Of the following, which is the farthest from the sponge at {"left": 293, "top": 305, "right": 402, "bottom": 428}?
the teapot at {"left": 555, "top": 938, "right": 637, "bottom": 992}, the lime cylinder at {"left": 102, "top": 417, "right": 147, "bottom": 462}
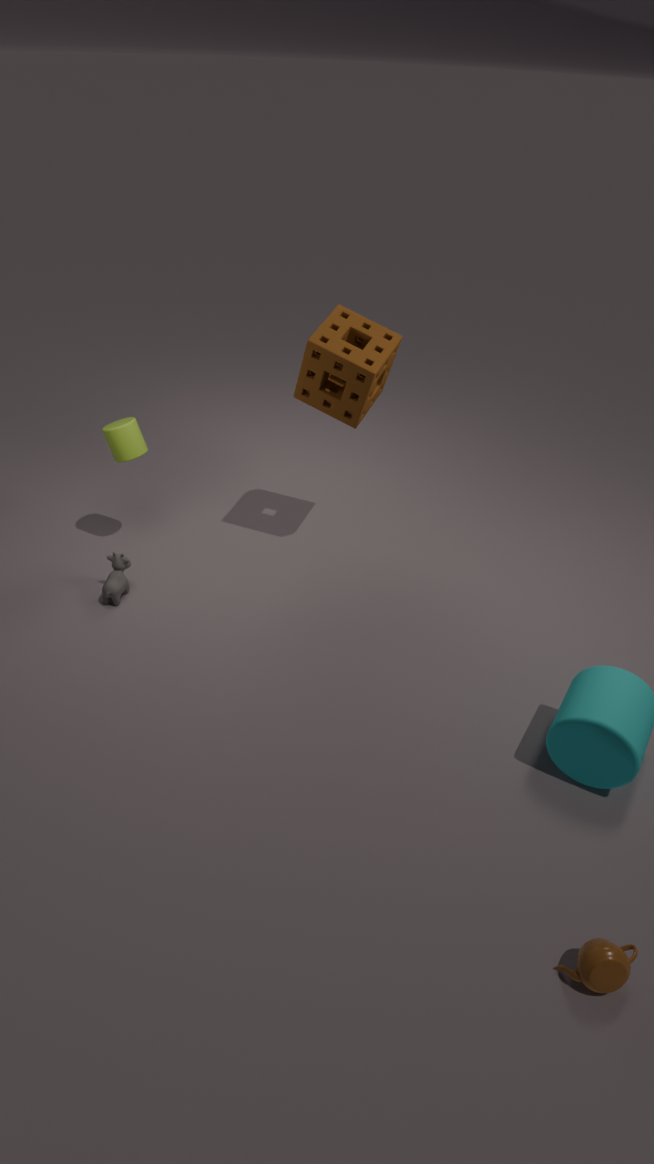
the teapot at {"left": 555, "top": 938, "right": 637, "bottom": 992}
